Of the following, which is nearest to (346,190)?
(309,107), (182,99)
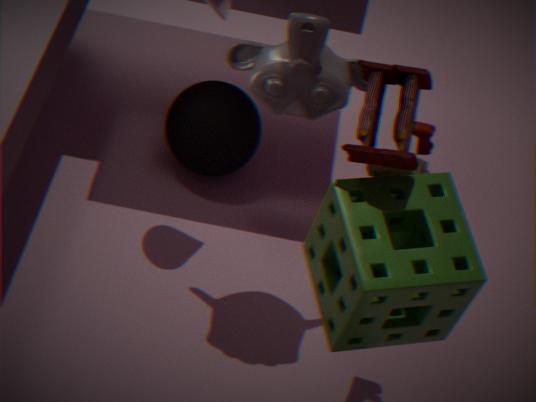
(309,107)
